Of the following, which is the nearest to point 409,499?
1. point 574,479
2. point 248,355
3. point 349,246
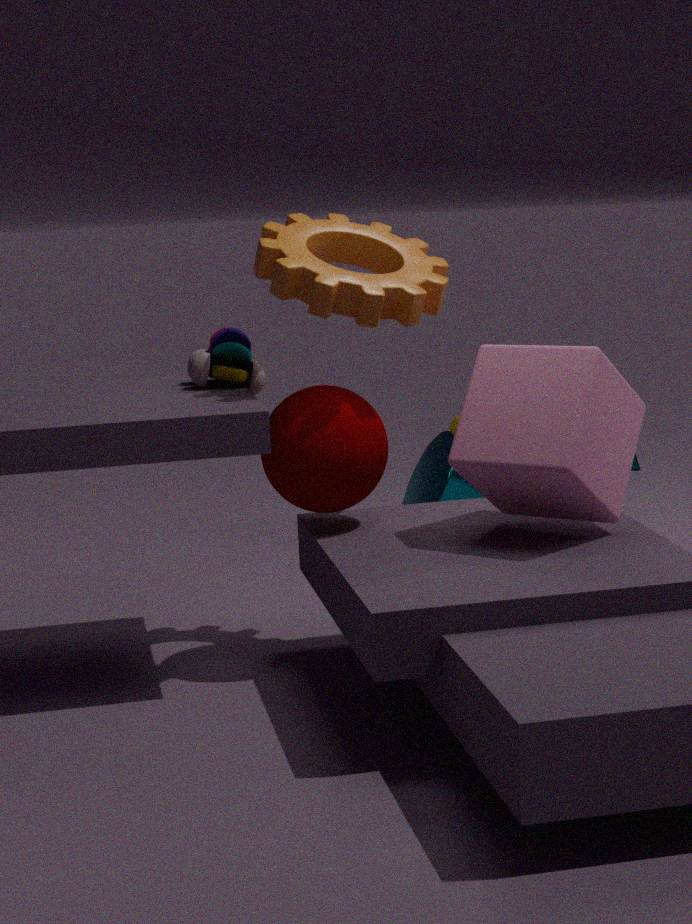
point 248,355
